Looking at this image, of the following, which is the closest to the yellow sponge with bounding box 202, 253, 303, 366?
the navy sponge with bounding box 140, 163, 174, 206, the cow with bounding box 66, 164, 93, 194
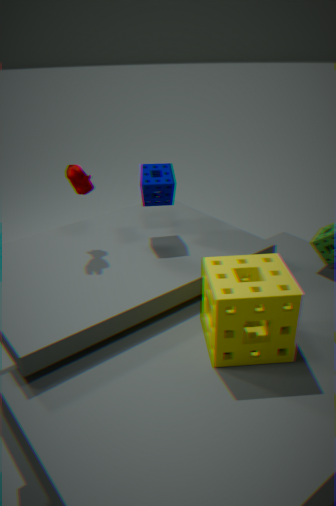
the navy sponge with bounding box 140, 163, 174, 206
